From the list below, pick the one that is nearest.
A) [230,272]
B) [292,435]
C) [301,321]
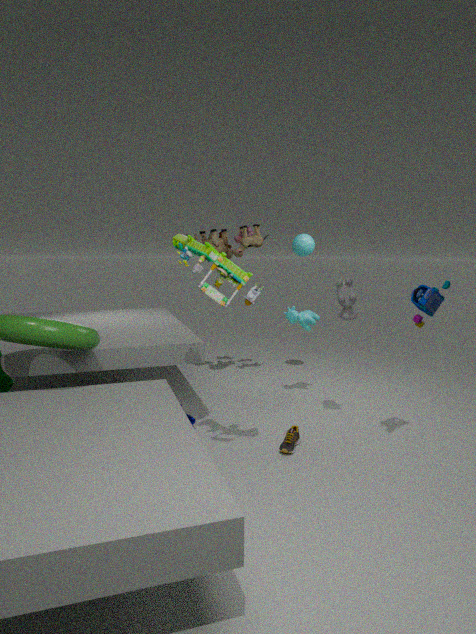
[230,272]
